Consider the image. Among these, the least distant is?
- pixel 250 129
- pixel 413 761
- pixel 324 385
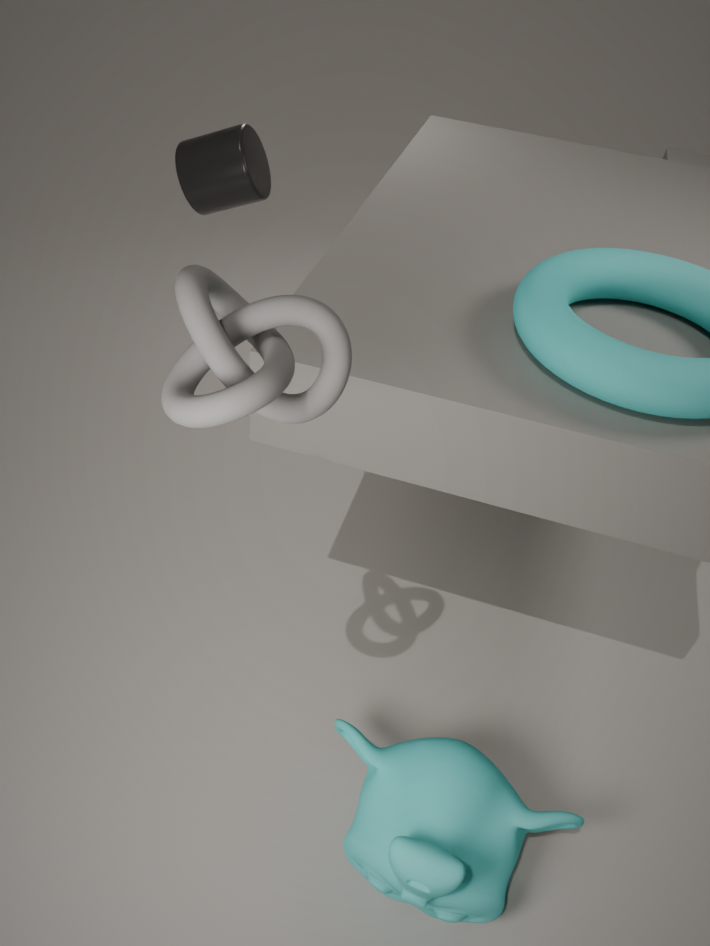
pixel 324 385
